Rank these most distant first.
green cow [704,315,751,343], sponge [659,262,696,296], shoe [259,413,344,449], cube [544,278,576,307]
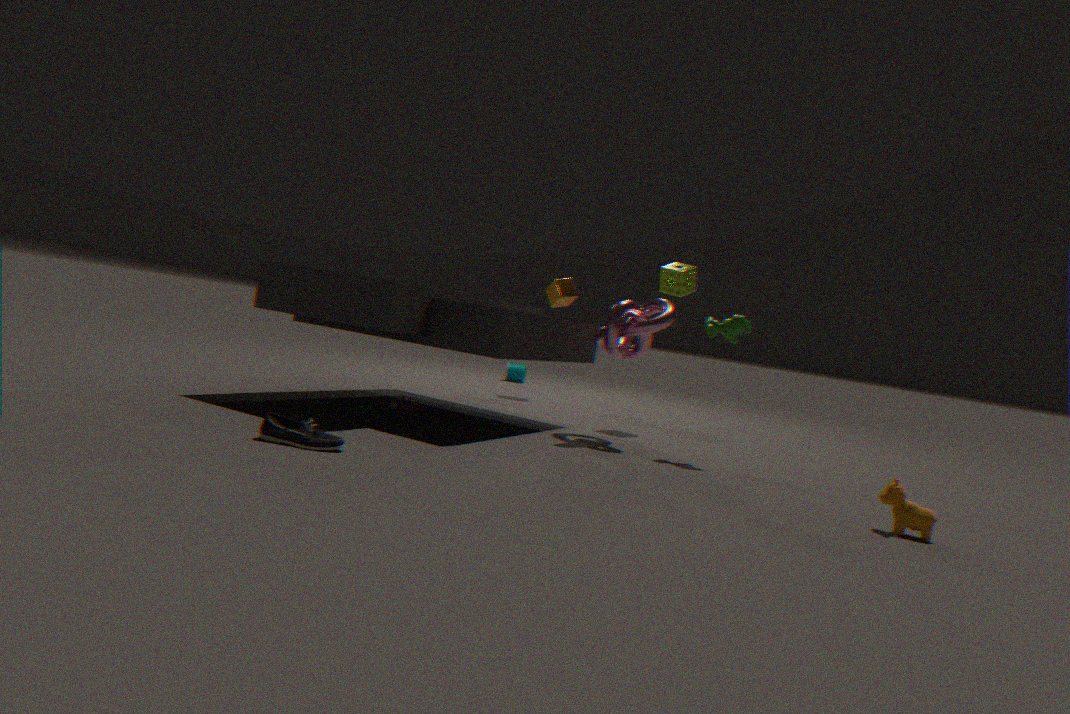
cube [544,278,576,307]
sponge [659,262,696,296]
green cow [704,315,751,343]
shoe [259,413,344,449]
